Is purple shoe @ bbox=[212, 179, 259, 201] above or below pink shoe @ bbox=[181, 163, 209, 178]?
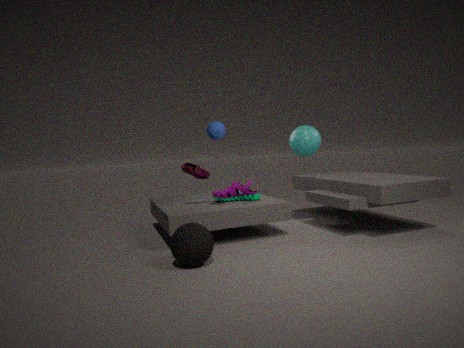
below
